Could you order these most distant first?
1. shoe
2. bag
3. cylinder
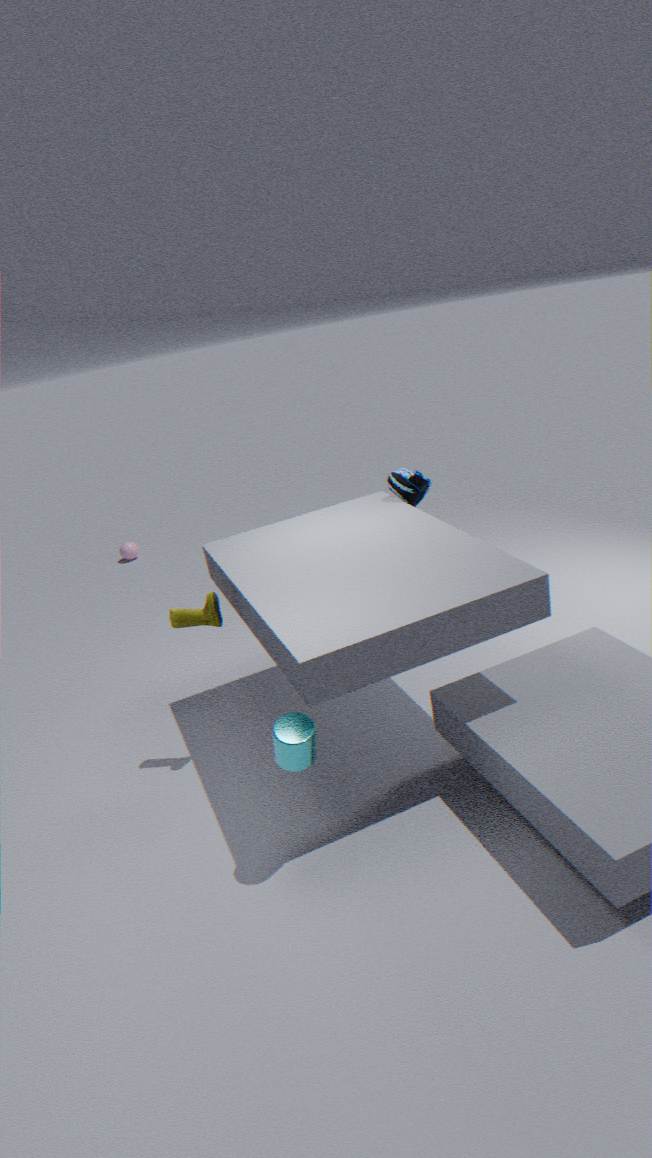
bag
shoe
cylinder
